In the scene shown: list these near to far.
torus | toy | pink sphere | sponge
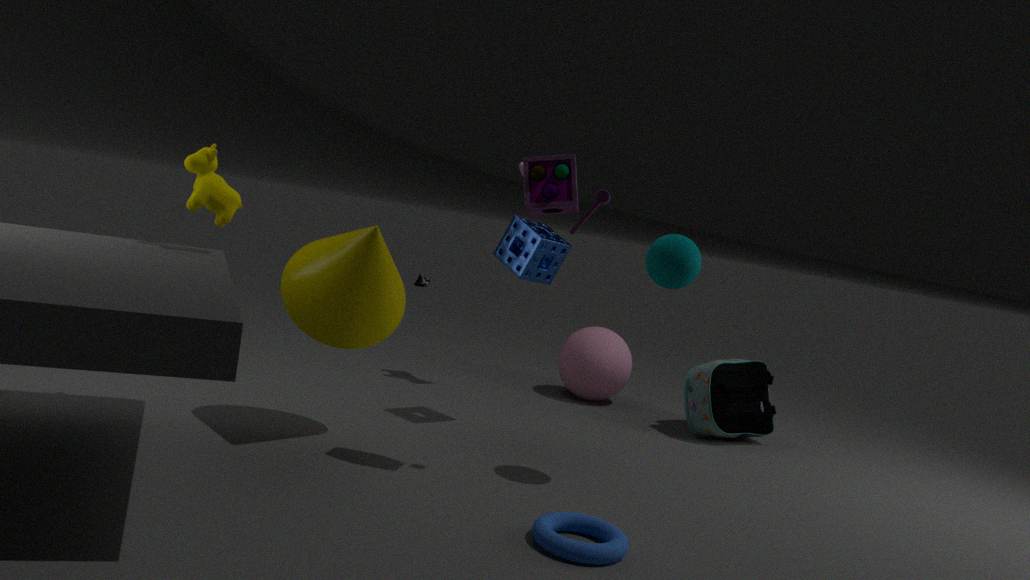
torus → toy → sponge → pink sphere
